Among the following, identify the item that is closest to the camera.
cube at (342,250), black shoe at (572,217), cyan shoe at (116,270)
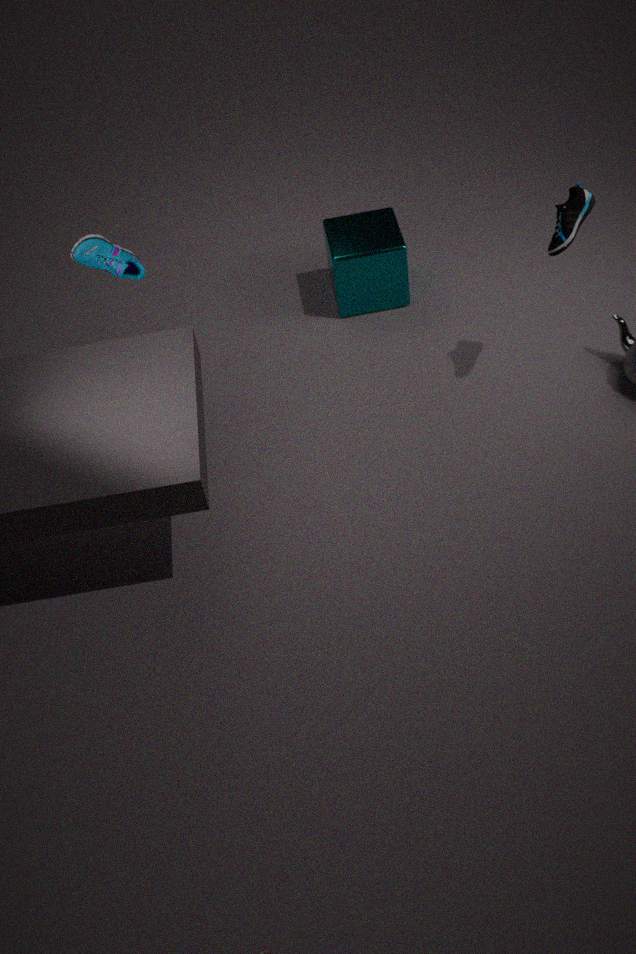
cyan shoe at (116,270)
